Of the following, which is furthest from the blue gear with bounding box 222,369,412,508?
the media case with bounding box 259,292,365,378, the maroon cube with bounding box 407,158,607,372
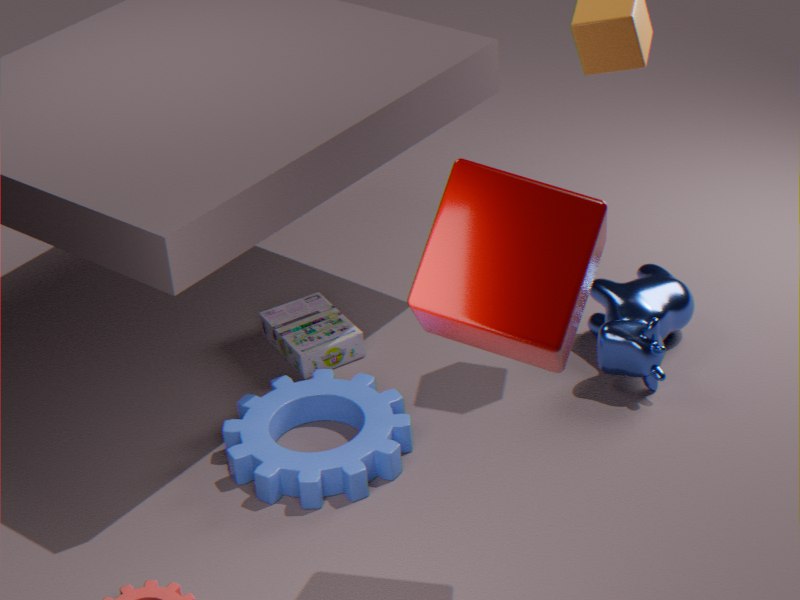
the maroon cube with bounding box 407,158,607,372
